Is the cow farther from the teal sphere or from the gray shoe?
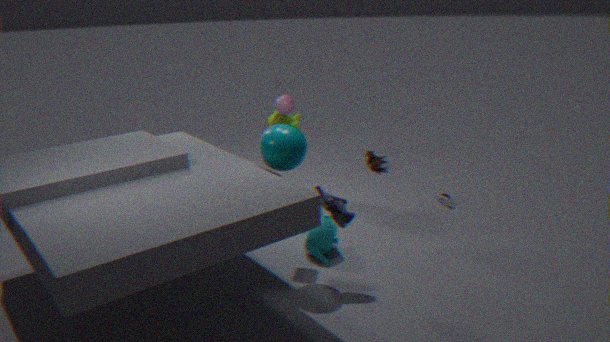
the gray shoe
